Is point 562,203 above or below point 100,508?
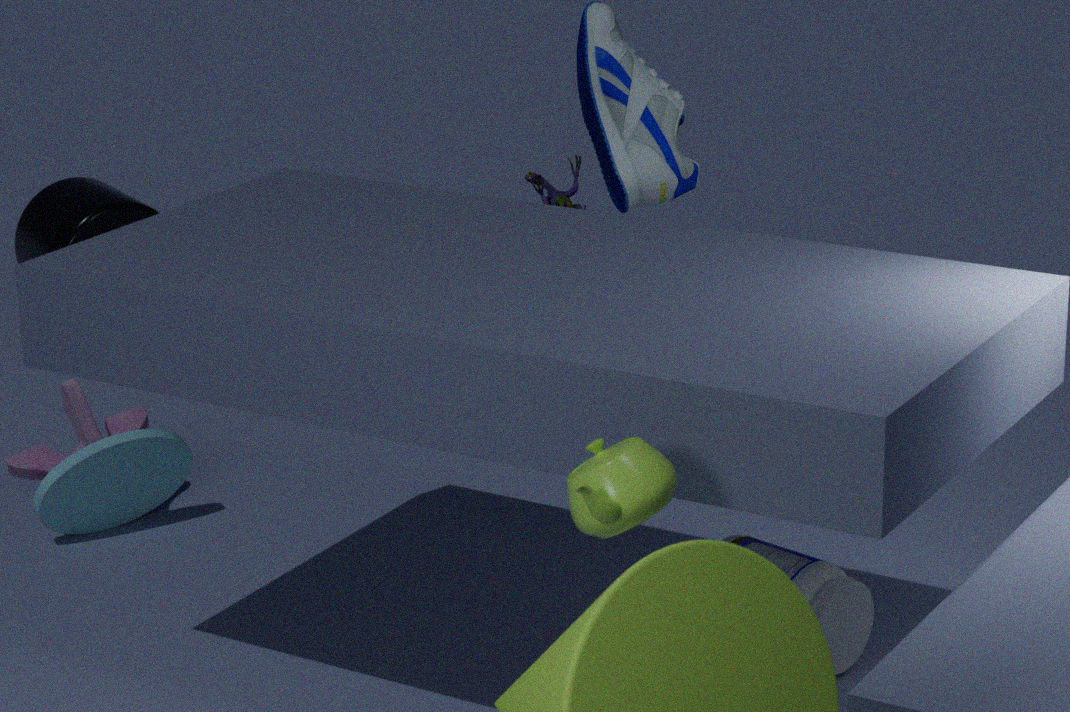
above
